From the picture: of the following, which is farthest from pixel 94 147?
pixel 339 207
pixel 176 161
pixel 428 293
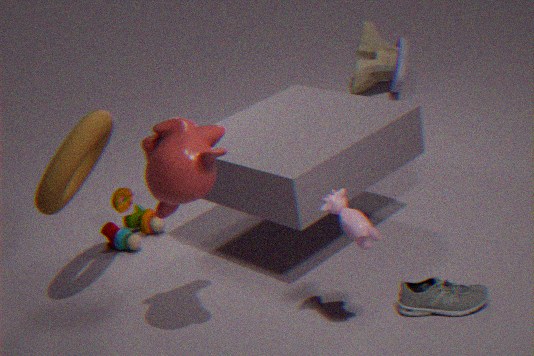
pixel 428 293
